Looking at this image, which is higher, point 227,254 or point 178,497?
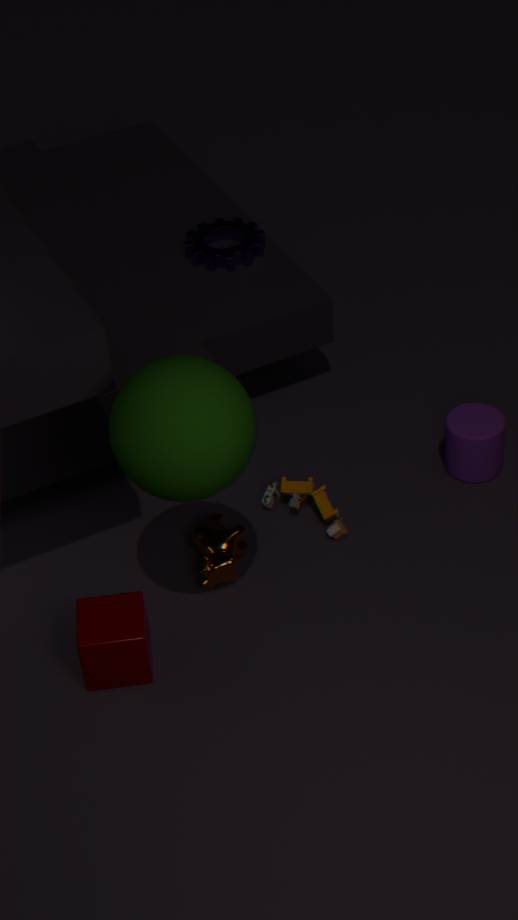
point 178,497
